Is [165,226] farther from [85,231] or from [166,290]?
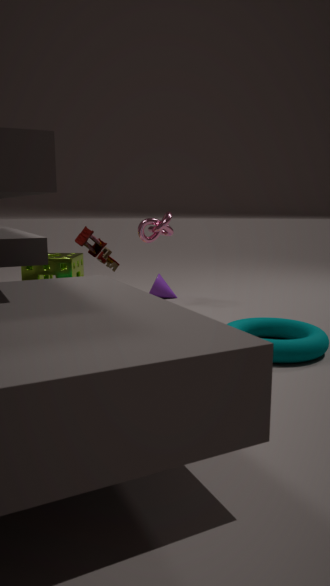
[166,290]
